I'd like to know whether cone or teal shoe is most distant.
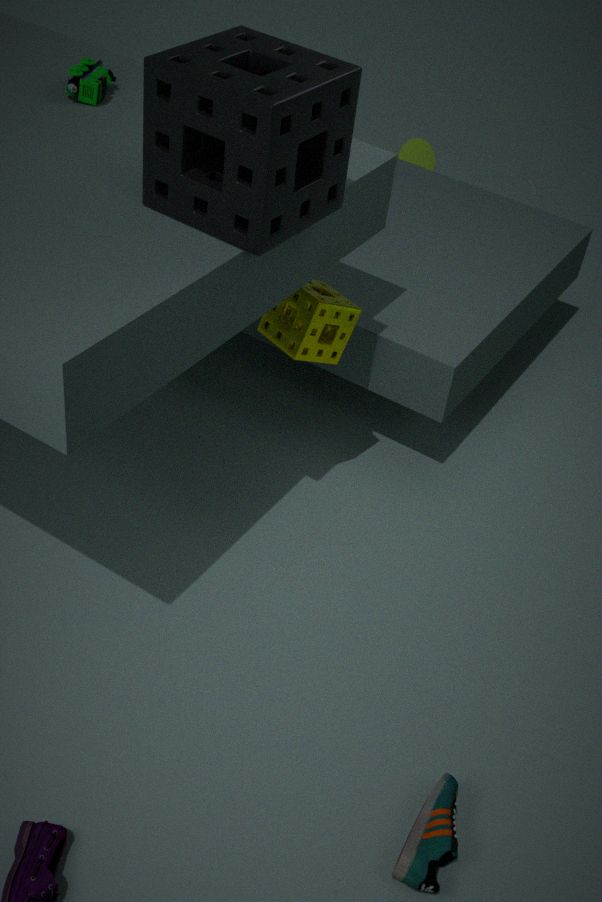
cone
